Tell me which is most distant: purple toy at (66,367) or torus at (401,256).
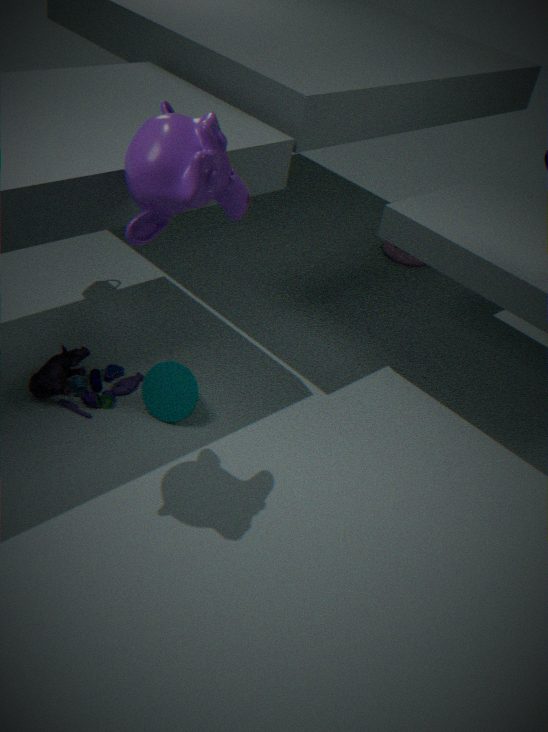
torus at (401,256)
